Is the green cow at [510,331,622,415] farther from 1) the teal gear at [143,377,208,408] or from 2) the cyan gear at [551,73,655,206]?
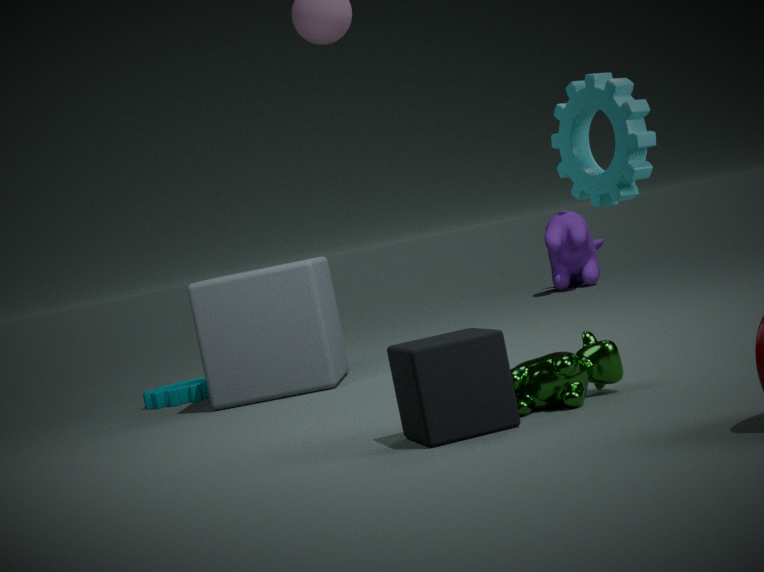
1) the teal gear at [143,377,208,408]
